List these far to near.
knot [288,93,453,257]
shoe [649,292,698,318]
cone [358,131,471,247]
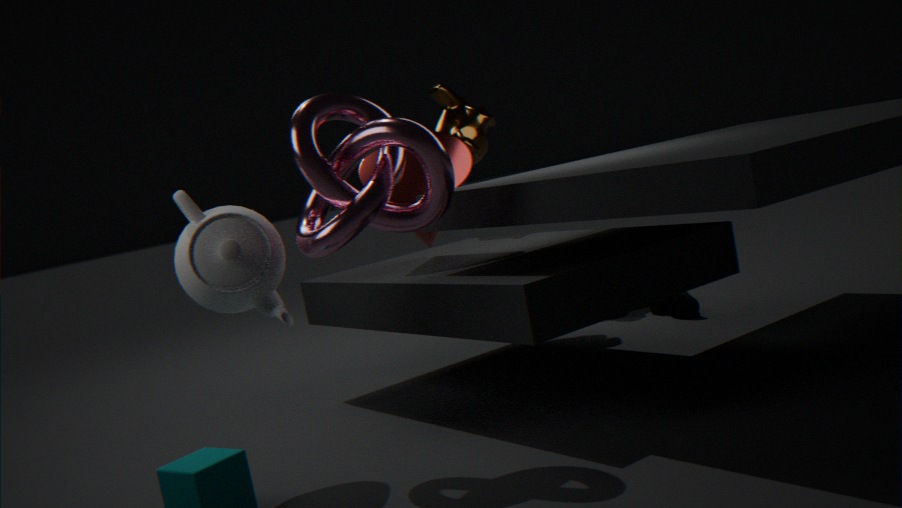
1. shoe [649,292,698,318]
2. cone [358,131,471,247]
3. knot [288,93,453,257]
